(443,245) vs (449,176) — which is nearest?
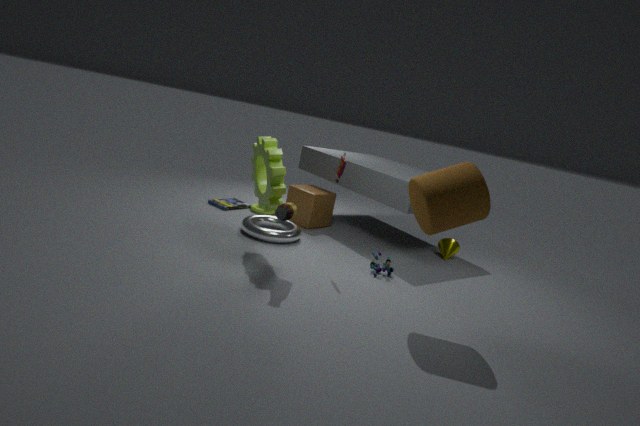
(449,176)
